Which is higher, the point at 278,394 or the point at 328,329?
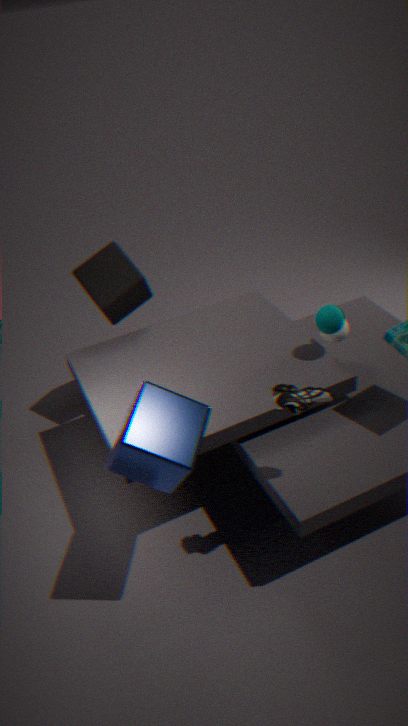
the point at 278,394
